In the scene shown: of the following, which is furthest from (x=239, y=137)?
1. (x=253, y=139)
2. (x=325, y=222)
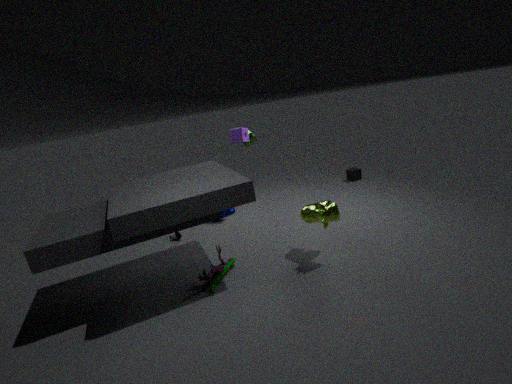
(x=325, y=222)
